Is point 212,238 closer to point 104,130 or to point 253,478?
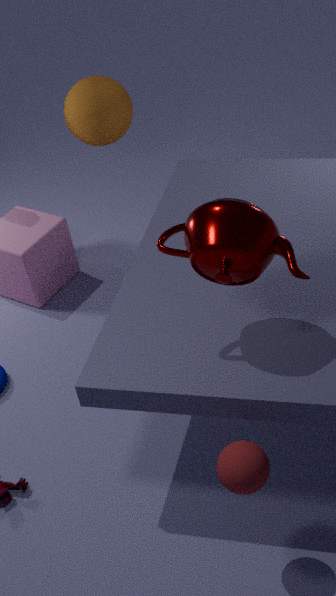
point 253,478
